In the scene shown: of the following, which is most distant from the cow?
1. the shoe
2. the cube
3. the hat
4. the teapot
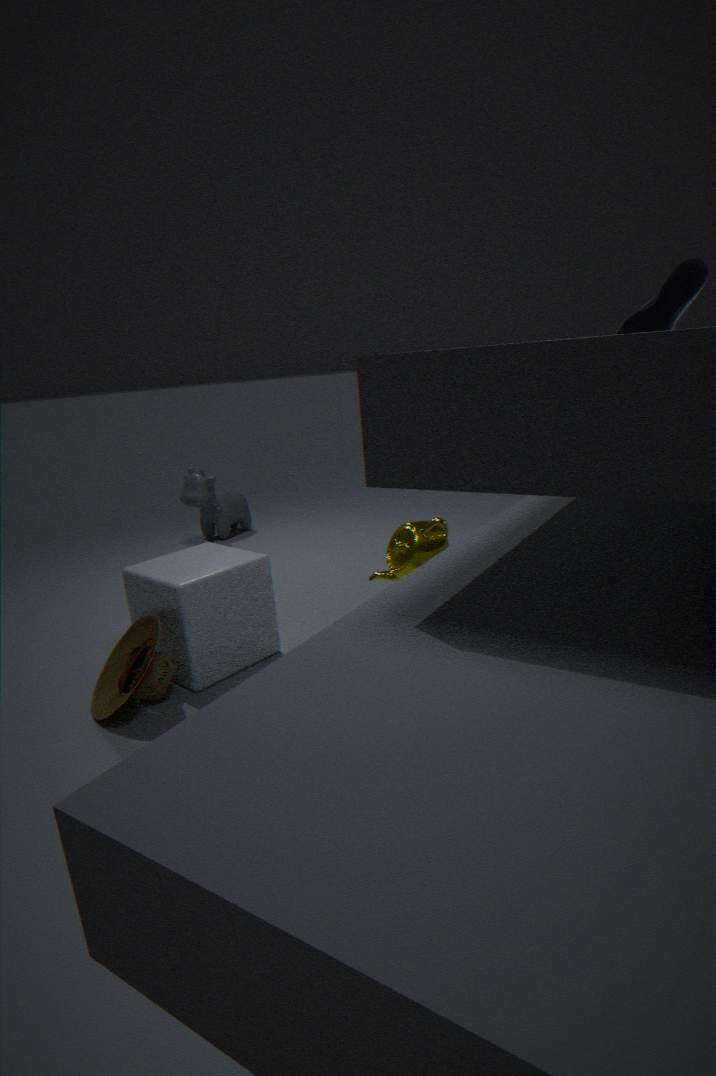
the teapot
